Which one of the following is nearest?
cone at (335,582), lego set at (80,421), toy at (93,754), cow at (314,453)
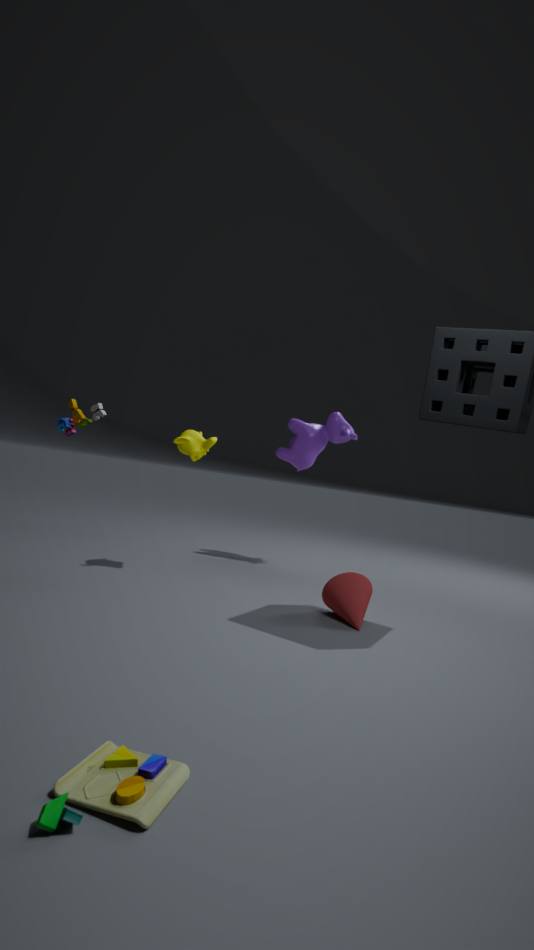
toy at (93,754)
